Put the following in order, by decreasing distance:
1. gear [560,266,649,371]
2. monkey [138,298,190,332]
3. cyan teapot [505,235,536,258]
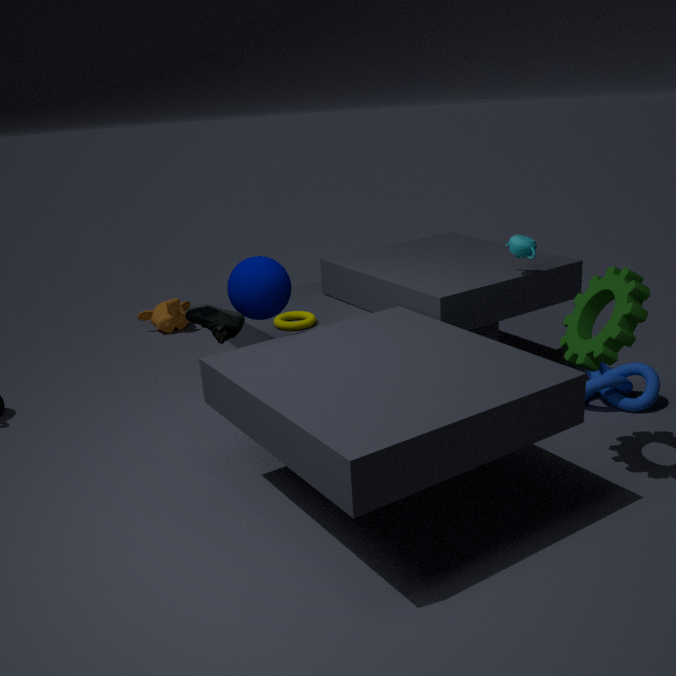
monkey [138,298,190,332], cyan teapot [505,235,536,258], gear [560,266,649,371]
